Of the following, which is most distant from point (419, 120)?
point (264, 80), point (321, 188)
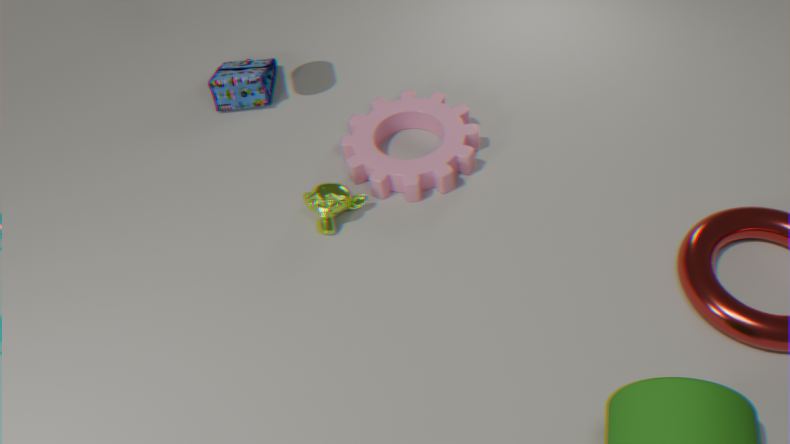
point (264, 80)
